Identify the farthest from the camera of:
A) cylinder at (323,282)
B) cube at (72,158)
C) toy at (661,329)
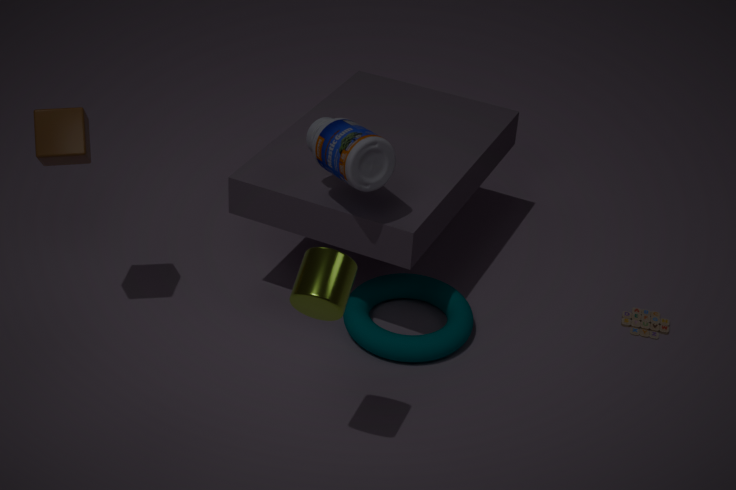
C. toy at (661,329)
